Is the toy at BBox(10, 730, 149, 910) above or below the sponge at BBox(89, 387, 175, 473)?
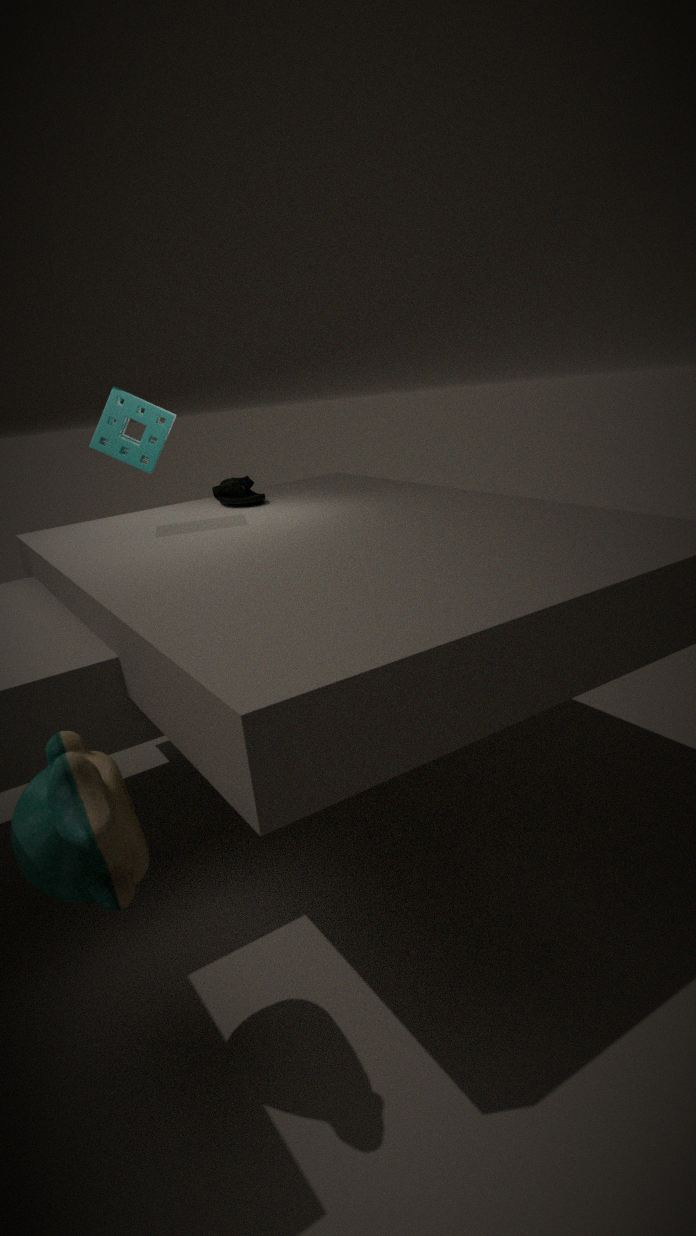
below
